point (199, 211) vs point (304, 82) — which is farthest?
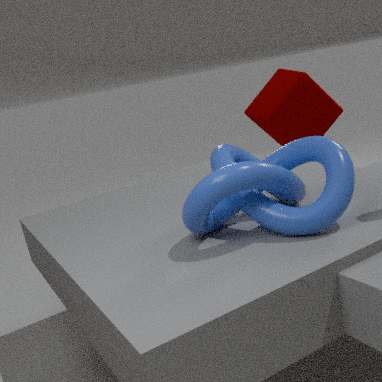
point (304, 82)
